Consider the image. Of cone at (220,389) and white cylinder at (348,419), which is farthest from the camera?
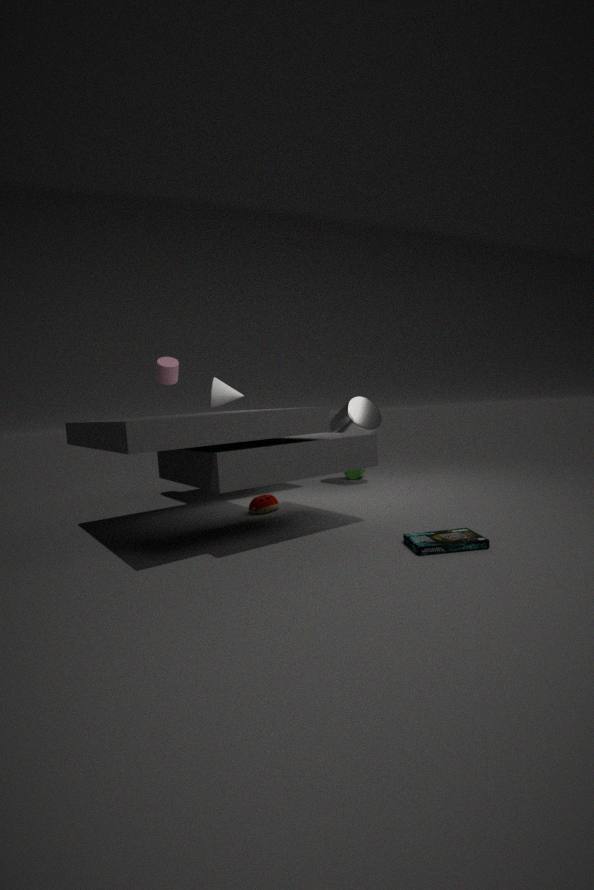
white cylinder at (348,419)
